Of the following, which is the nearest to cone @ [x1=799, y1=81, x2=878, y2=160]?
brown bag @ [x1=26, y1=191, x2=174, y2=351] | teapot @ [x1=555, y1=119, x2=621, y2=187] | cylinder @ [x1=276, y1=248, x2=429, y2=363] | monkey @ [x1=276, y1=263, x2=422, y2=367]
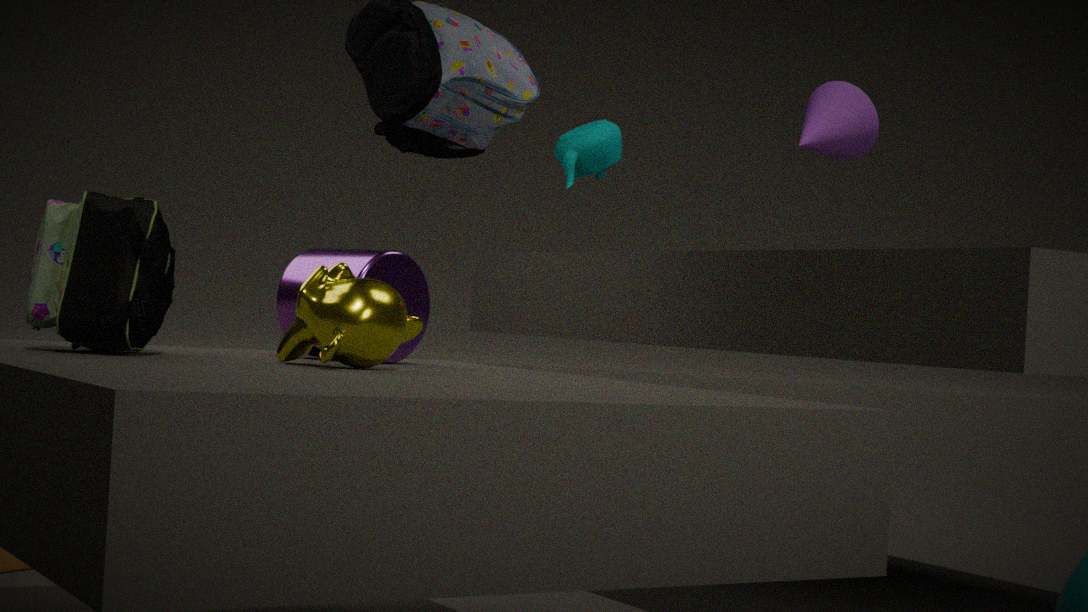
teapot @ [x1=555, y1=119, x2=621, y2=187]
